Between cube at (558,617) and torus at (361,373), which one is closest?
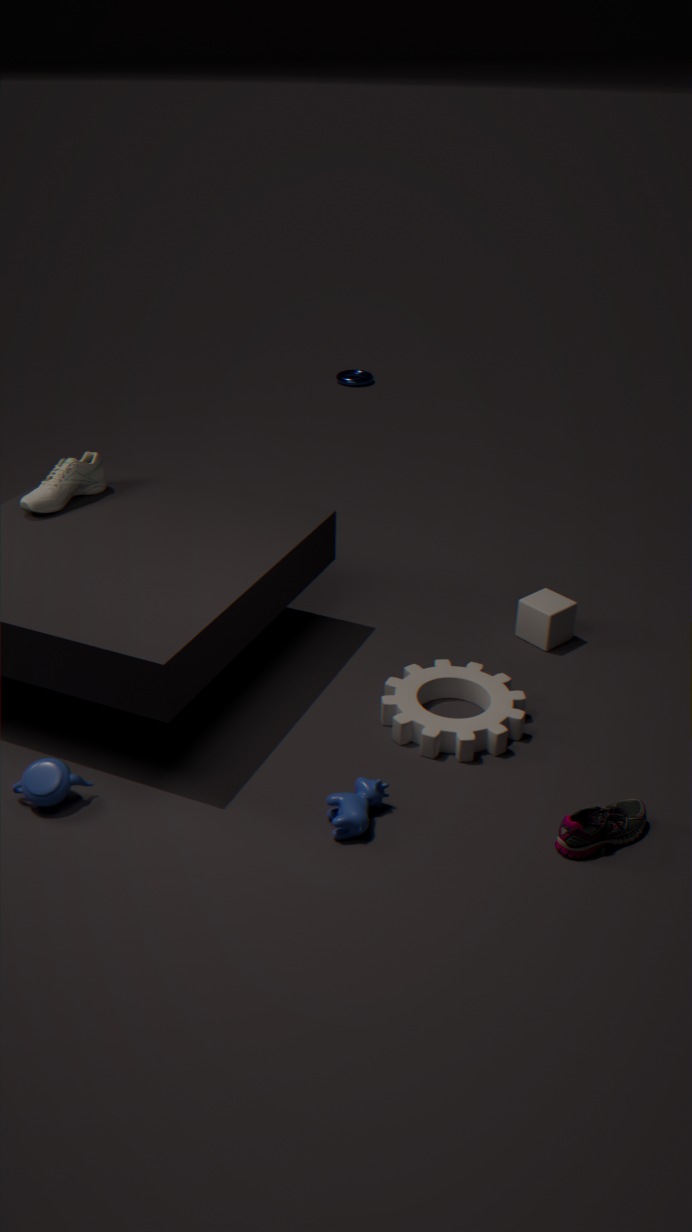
cube at (558,617)
